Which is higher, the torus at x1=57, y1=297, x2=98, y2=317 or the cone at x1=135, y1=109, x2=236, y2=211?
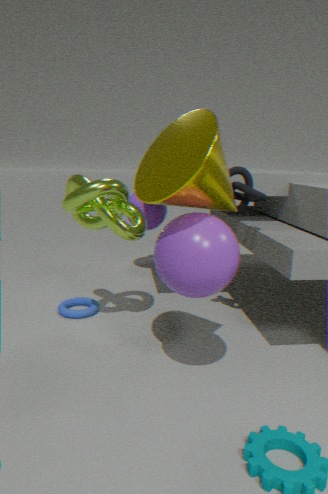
the cone at x1=135, y1=109, x2=236, y2=211
